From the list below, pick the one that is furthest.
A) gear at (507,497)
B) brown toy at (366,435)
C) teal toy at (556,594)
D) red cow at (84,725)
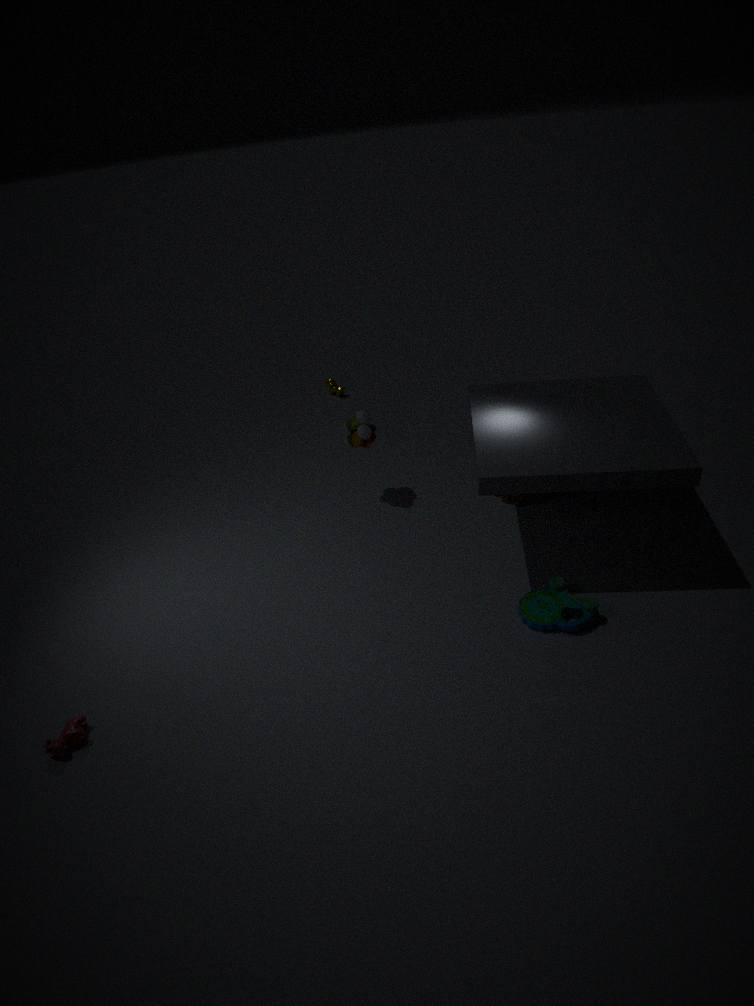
gear at (507,497)
